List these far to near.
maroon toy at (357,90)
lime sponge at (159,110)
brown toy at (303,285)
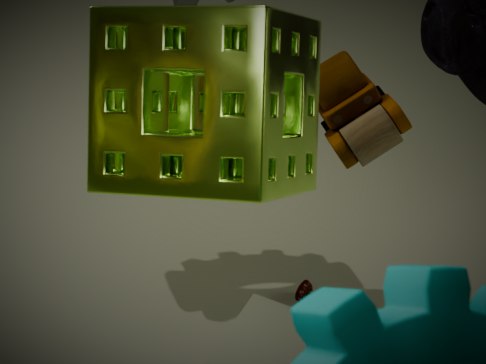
brown toy at (303,285)
maroon toy at (357,90)
lime sponge at (159,110)
